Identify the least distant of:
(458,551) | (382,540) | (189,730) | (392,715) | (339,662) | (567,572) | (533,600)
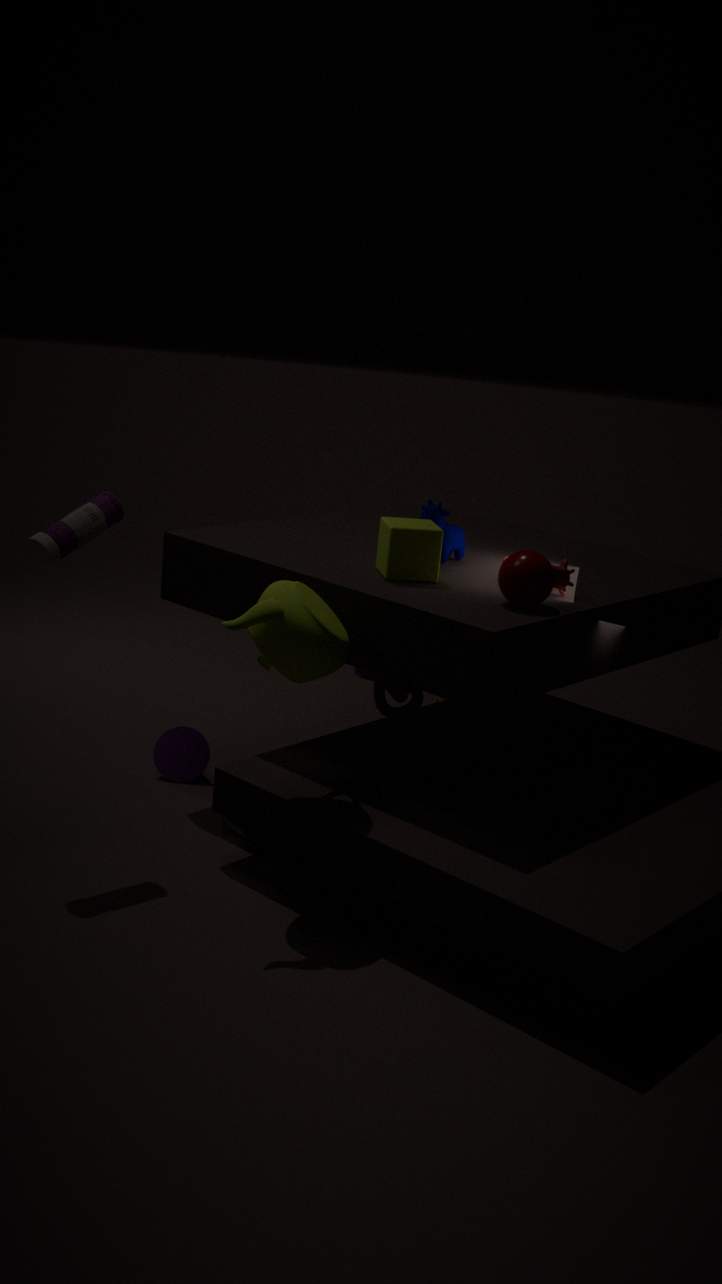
(339,662)
